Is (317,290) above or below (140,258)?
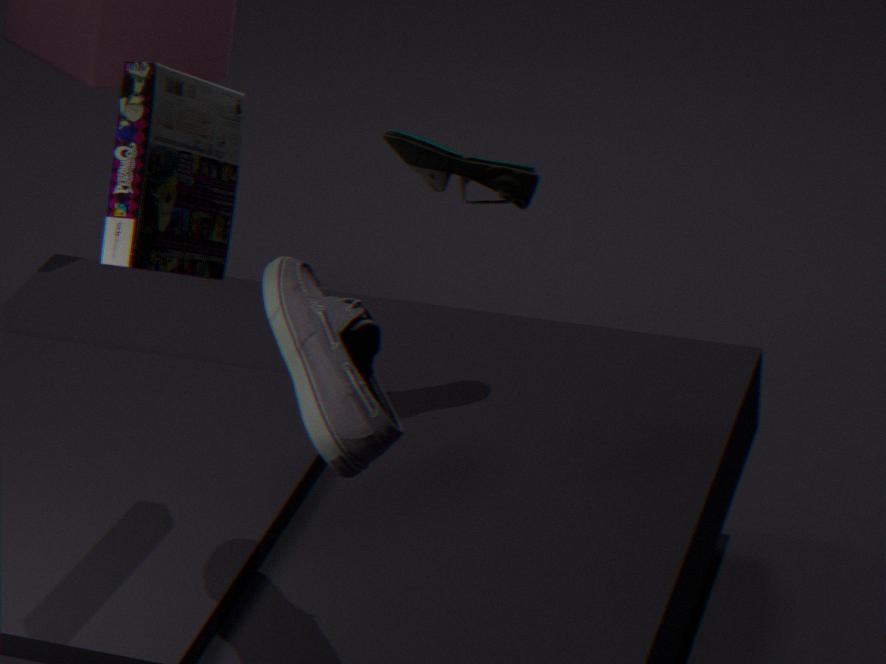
below
